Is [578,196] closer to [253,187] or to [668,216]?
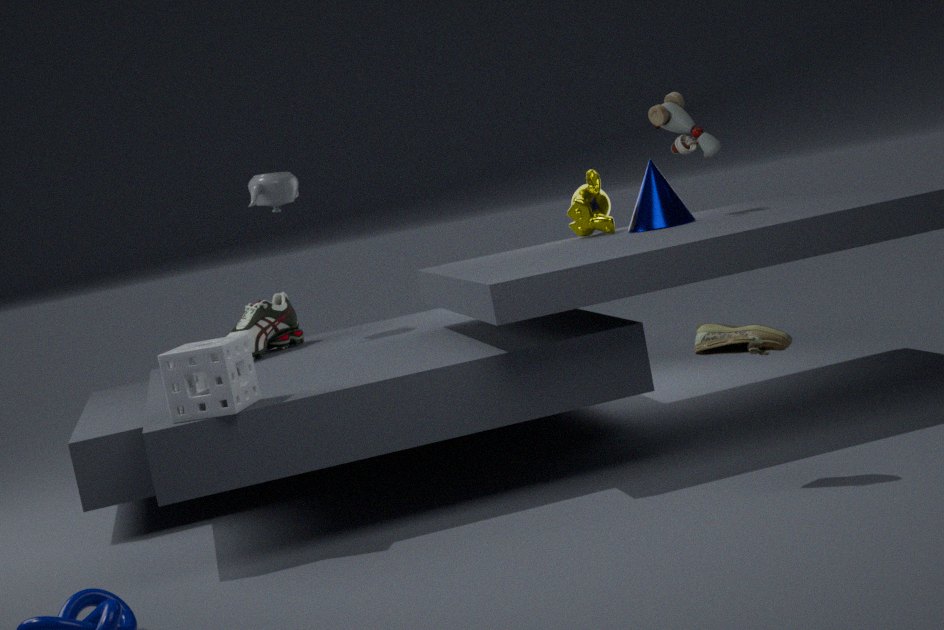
[668,216]
